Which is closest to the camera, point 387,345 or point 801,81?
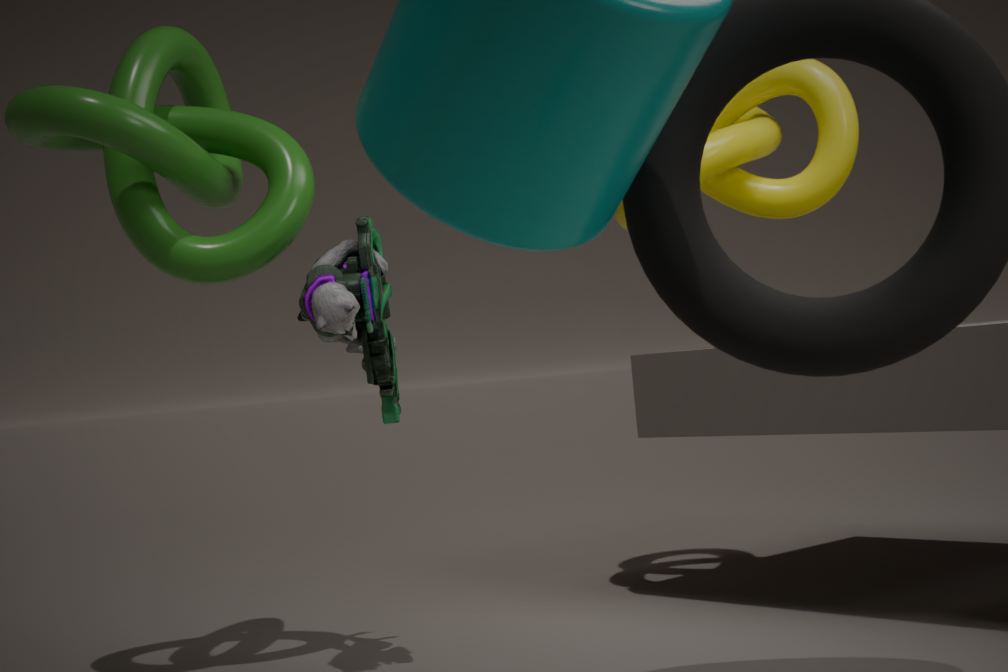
point 387,345
